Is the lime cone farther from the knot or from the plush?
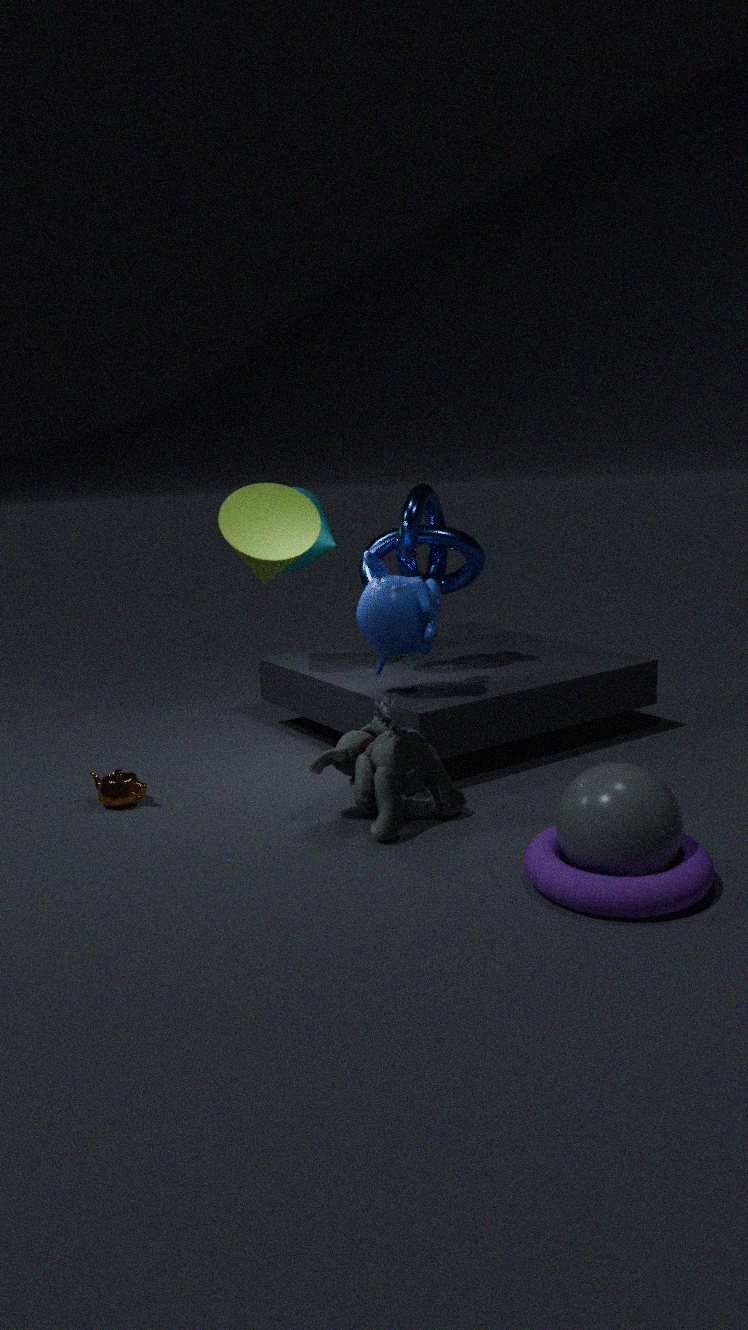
the plush
